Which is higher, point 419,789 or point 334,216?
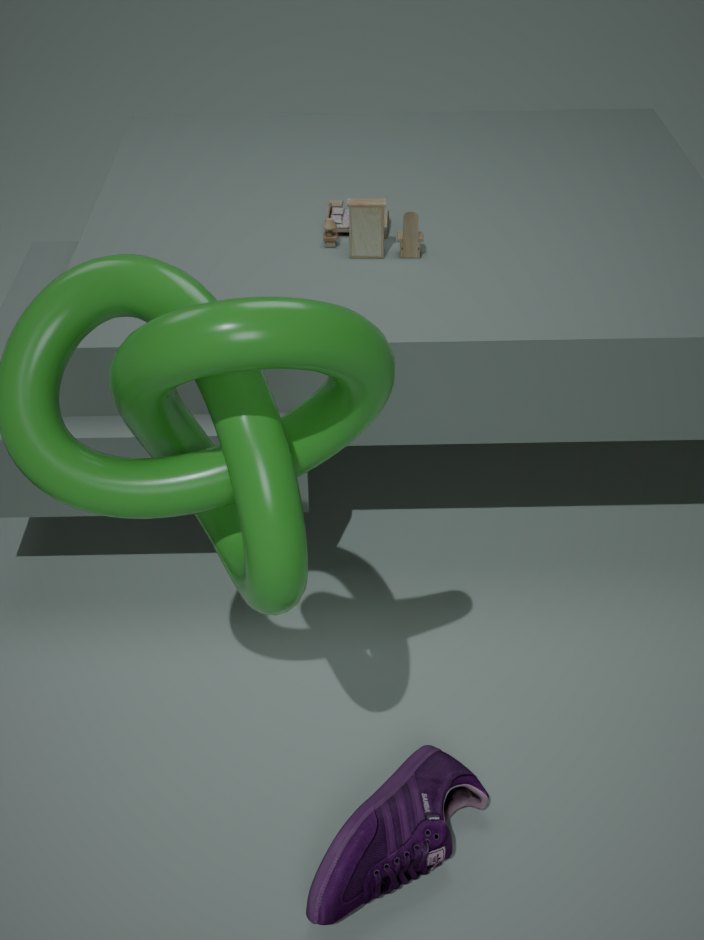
point 334,216
